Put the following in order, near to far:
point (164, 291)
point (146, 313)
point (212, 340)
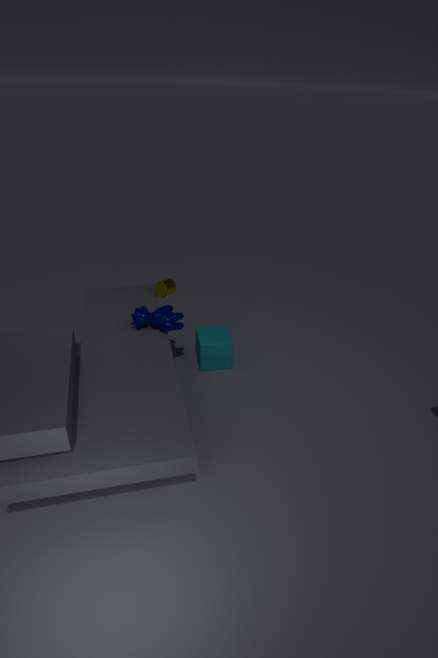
1. point (146, 313)
2. point (212, 340)
3. point (164, 291)
